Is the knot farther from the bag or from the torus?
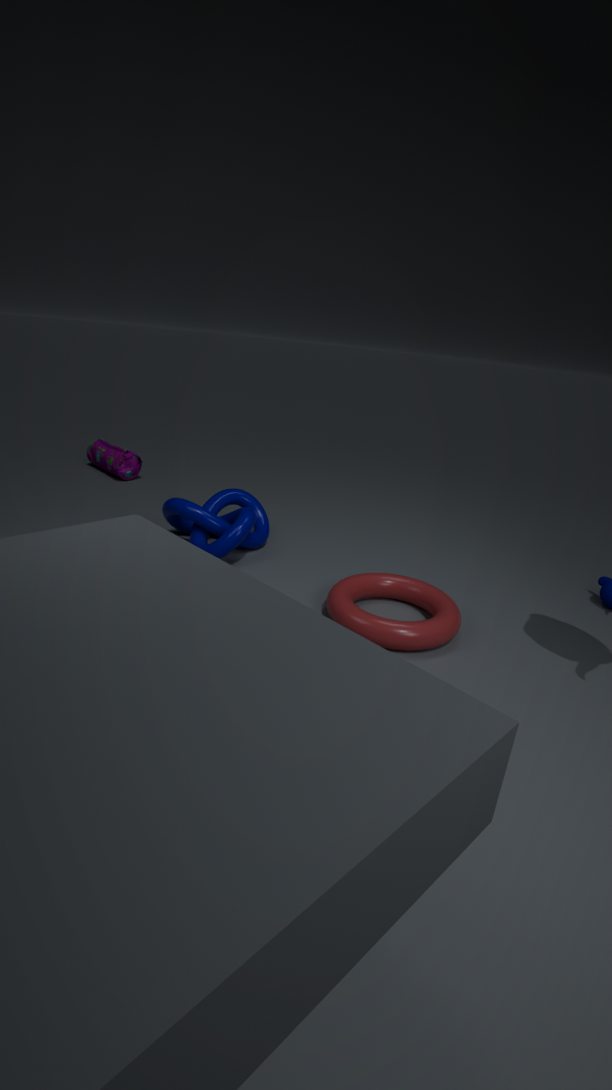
the bag
